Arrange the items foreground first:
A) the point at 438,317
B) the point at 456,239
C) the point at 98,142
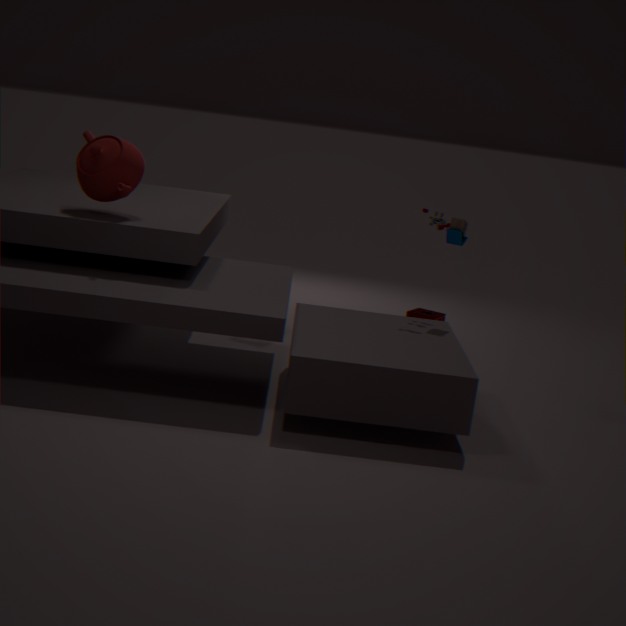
the point at 98,142 → the point at 456,239 → the point at 438,317
